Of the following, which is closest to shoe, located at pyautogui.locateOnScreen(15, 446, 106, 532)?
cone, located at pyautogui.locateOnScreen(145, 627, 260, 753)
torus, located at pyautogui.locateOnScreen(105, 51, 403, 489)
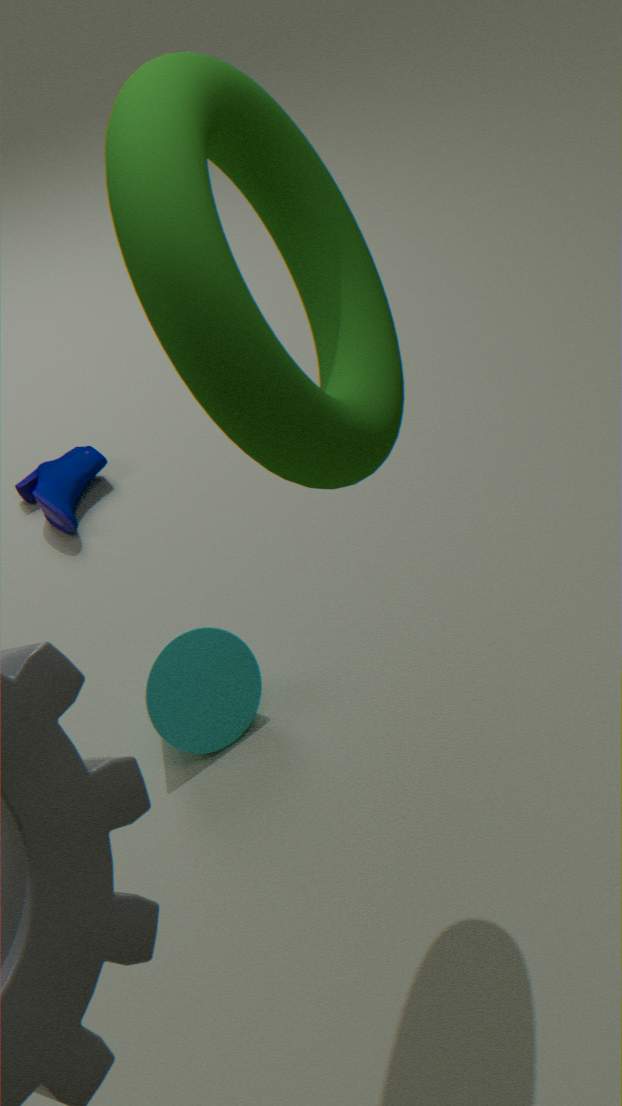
cone, located at pyautogui.locateOnScreen(145, 627, 260, 753)
